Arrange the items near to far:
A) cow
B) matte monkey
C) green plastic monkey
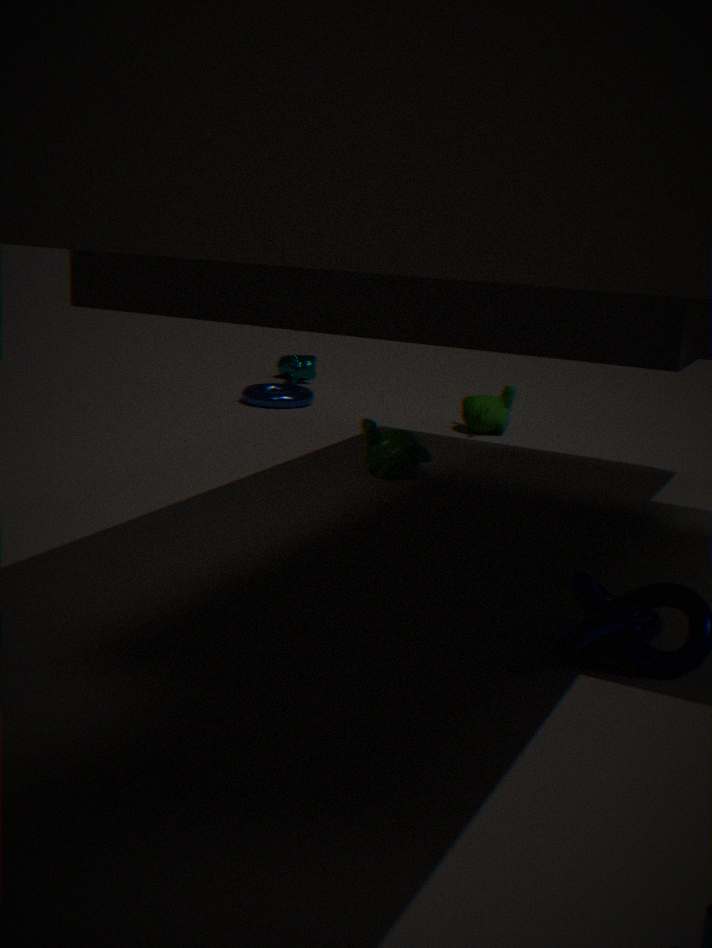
1. green plastic monkey
2. matte monkey
3. cow
